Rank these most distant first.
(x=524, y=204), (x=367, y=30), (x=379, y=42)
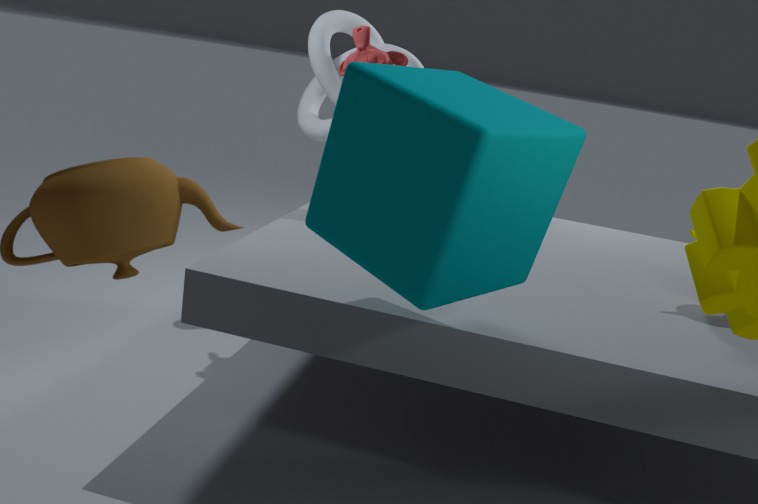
(x=379, y=42) < (x=367, y=30) < (x=524, y=204)
